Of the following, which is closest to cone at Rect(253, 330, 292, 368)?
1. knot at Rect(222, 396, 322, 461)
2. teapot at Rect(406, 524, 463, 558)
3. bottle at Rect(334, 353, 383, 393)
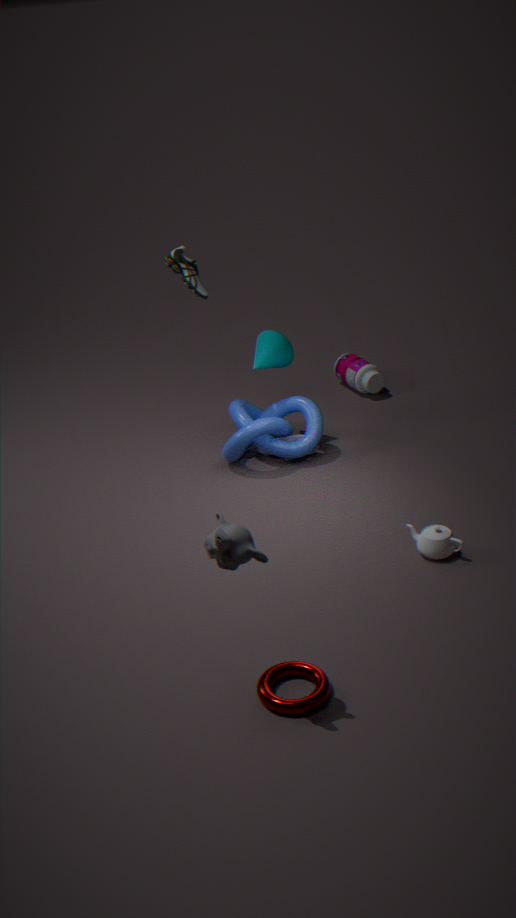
knot at Rect(222, 396, 322, 461)
